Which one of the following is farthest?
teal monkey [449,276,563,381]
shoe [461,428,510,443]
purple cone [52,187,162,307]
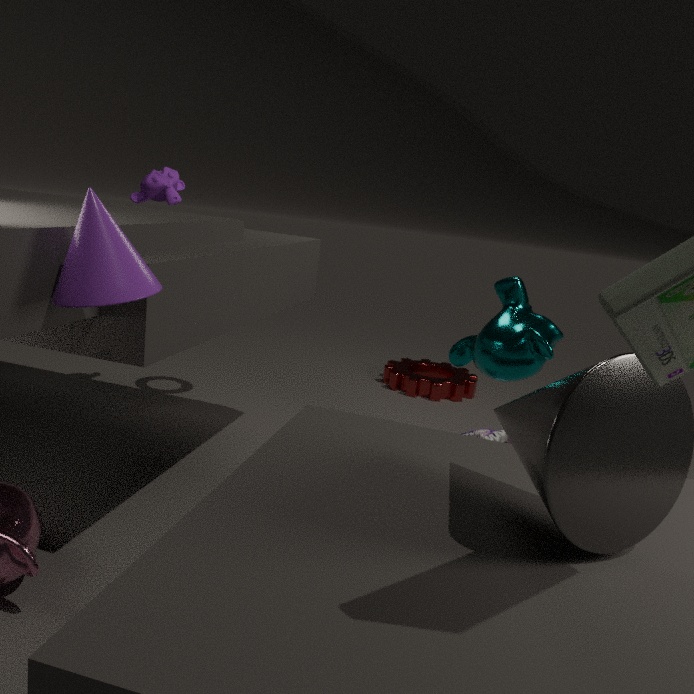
shoe [461,428,510,443]
